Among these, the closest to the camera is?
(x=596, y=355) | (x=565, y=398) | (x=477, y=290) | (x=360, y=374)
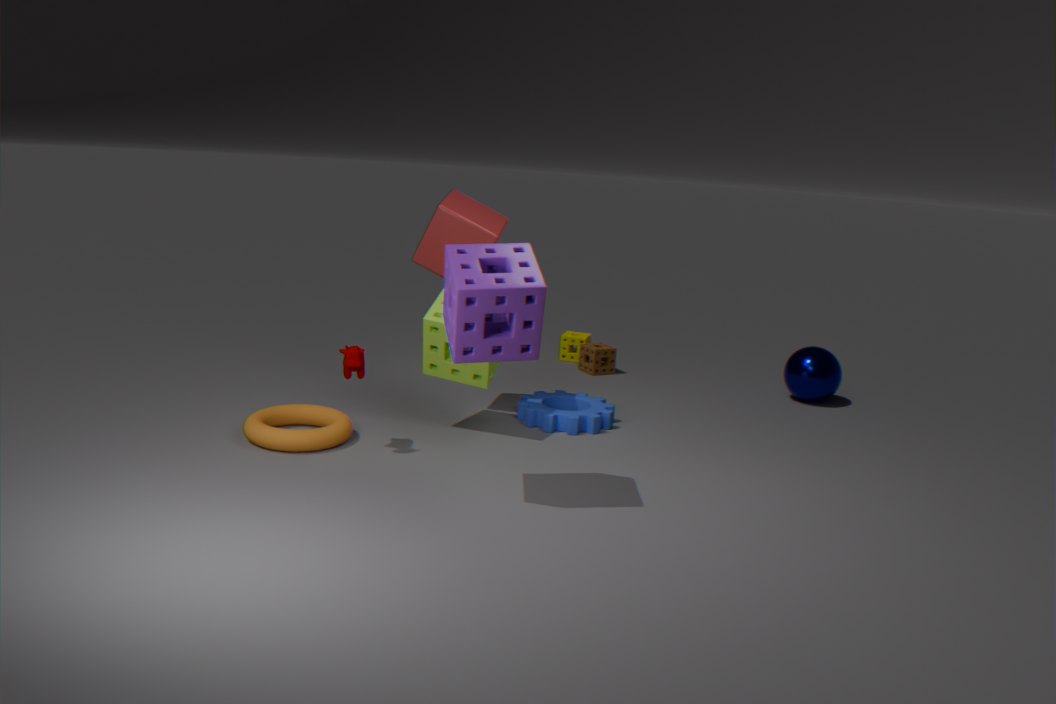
(x=477, y=290)
